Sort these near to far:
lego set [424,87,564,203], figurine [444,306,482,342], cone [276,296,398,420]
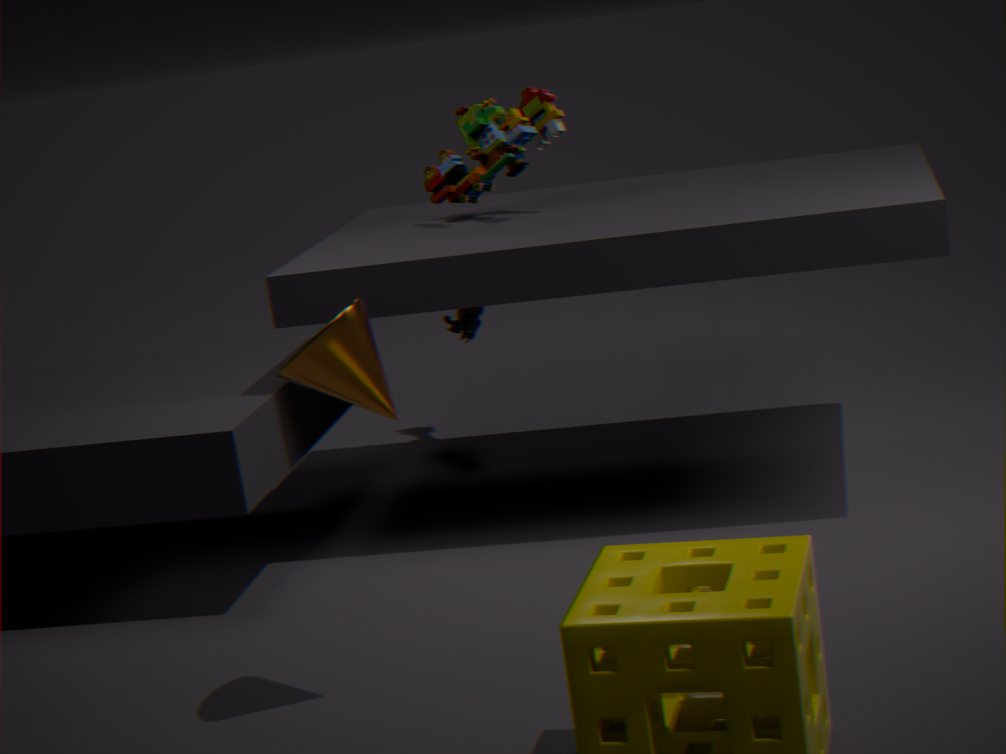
cone [276,296,398,420], lego set [424,87,564,203], figurine [444,306,482,342]
